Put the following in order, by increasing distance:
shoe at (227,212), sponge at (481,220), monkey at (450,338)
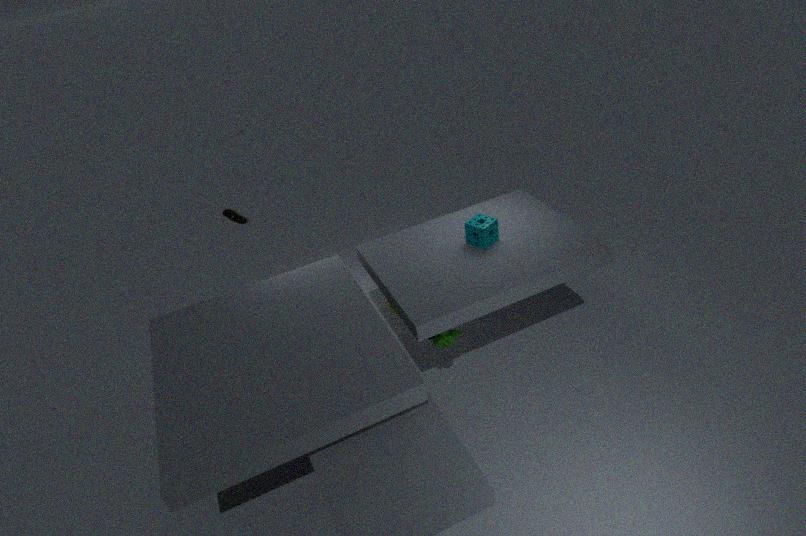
monkey at (450,338), sponge at (481,220), shoe at (227,212)
